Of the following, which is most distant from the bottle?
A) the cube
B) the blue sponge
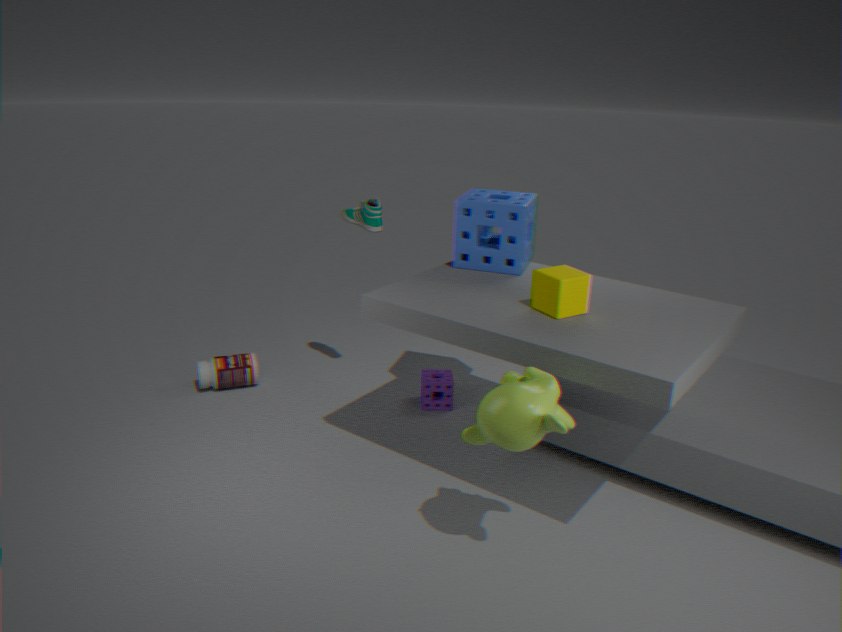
the cube
